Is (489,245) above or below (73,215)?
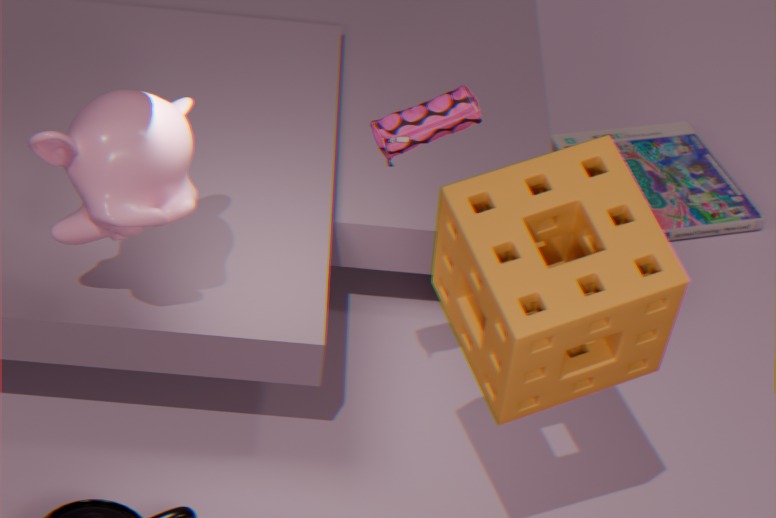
above
